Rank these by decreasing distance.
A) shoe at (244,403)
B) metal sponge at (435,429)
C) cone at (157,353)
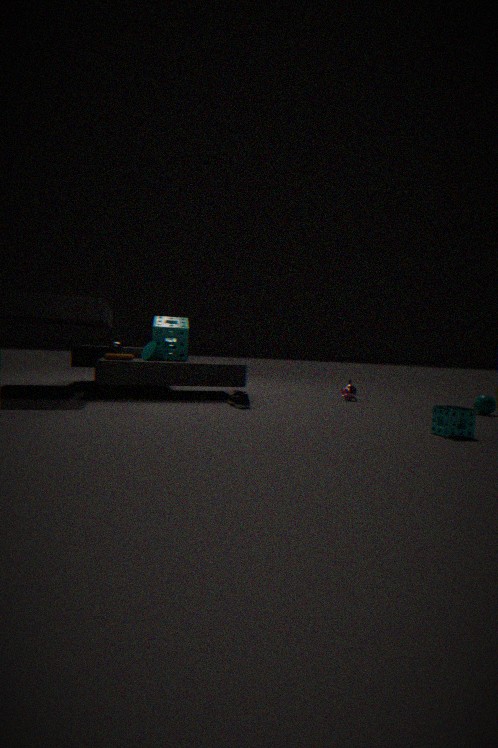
cone at (157,353) → shoe at (244,403) → metal sponge at (435,429)
